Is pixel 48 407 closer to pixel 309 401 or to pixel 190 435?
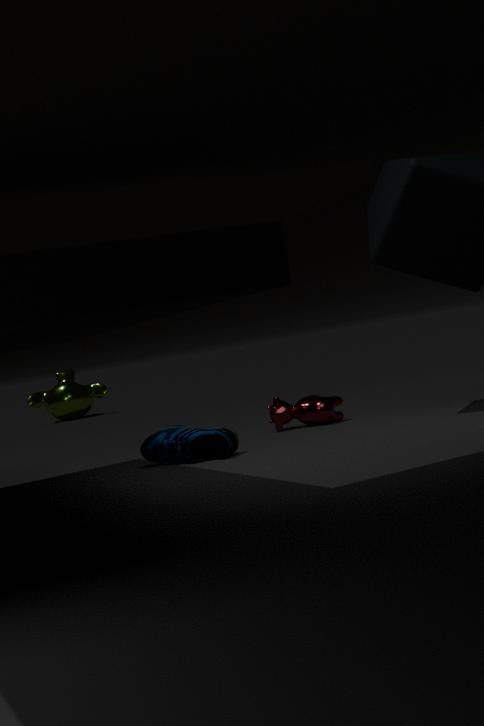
pixel 309 401
